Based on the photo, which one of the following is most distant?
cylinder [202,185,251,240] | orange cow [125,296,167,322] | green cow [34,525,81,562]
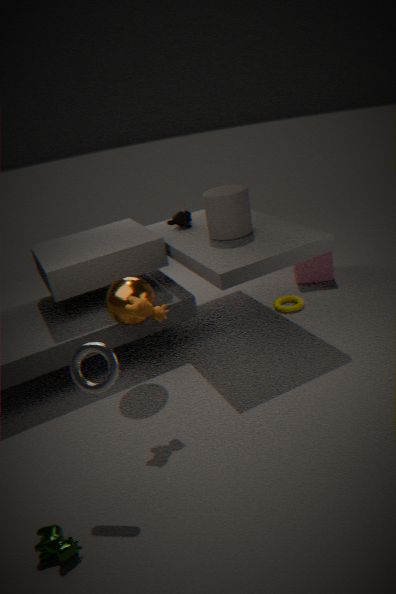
cylinder [202,185,251,240]
